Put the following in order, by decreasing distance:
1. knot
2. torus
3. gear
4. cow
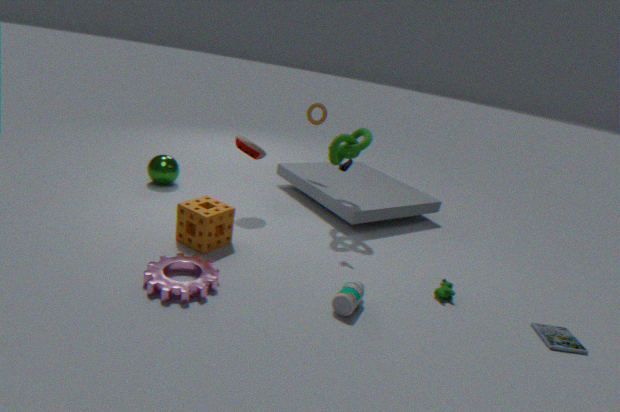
torus → knot → cow → gear
